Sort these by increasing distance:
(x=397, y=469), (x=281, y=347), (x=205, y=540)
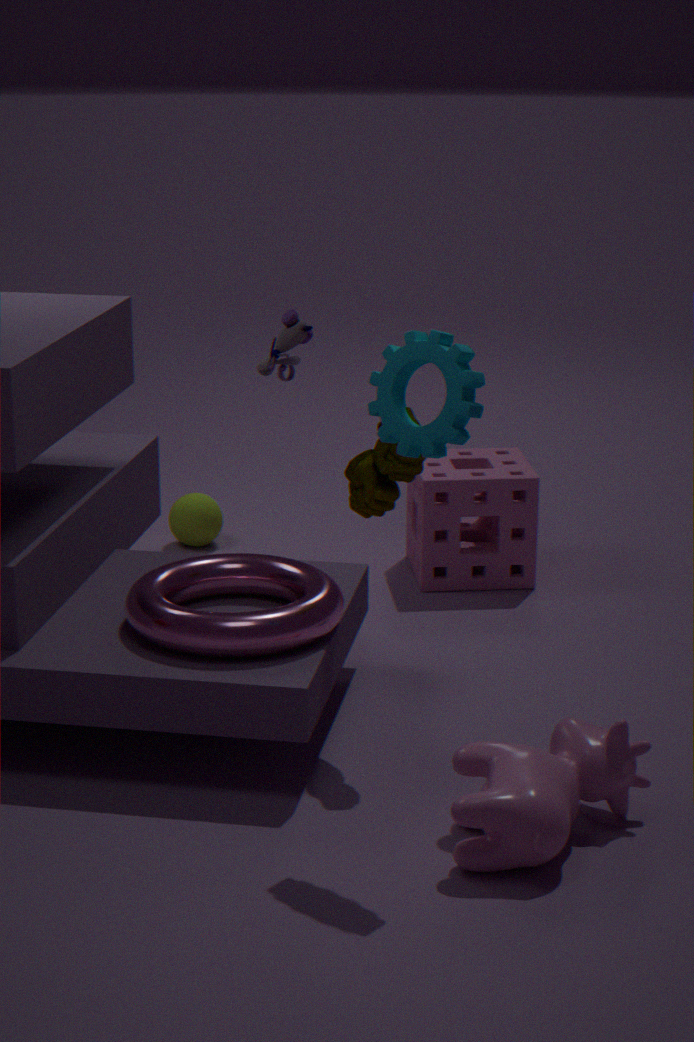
(x=397, y=469)
(x=281, y=347)
(x=205, y=540)
